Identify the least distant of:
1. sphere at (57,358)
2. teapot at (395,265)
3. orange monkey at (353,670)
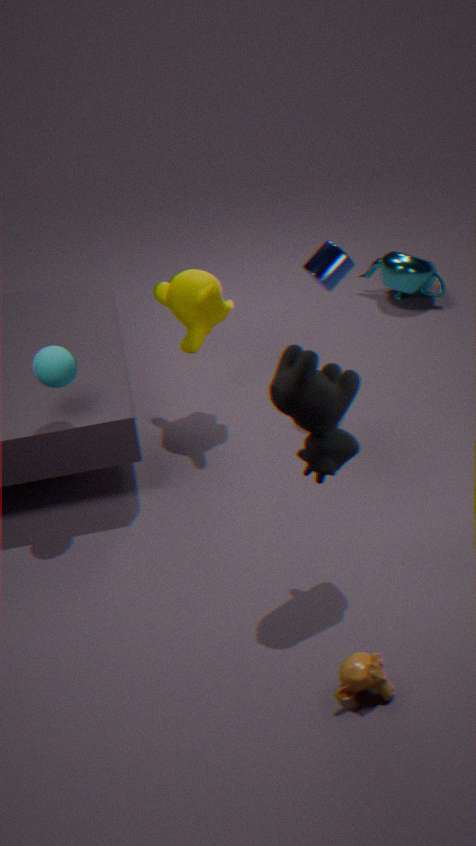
orange monkey at (353,670)
